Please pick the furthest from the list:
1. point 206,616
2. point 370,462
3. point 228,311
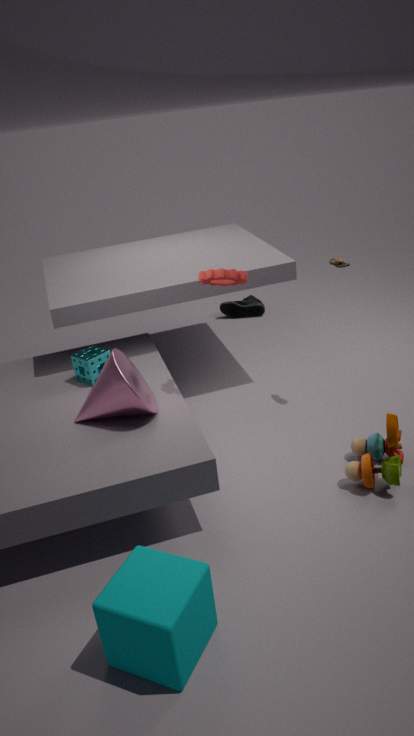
point 228,311
